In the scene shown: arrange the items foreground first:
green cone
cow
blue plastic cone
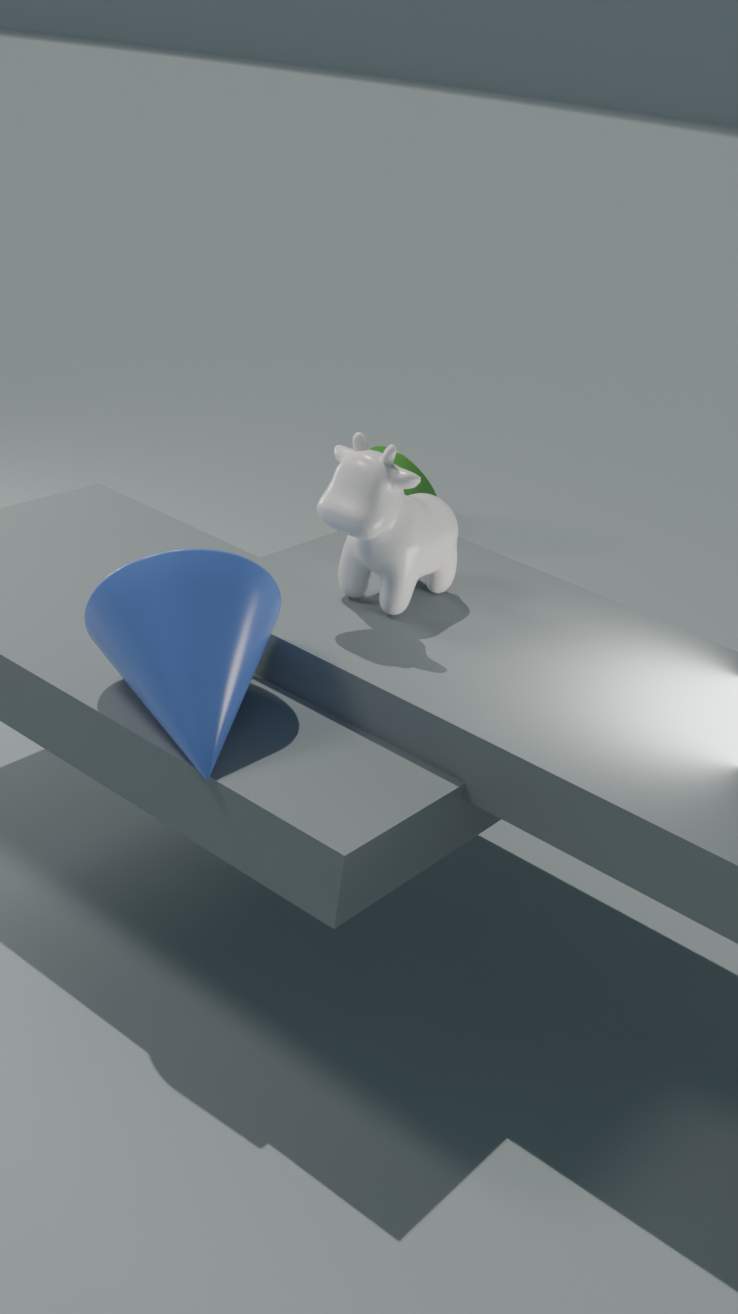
1. blue plastic cone
2. cow
3. green cone
